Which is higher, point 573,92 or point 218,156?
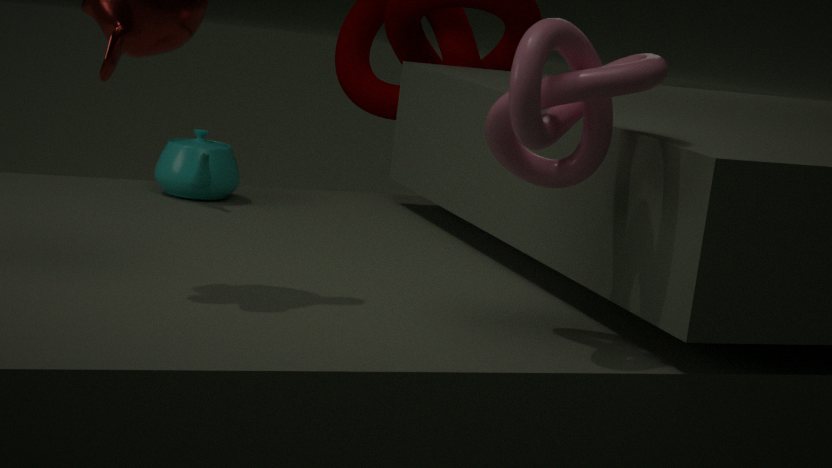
point 573,92
